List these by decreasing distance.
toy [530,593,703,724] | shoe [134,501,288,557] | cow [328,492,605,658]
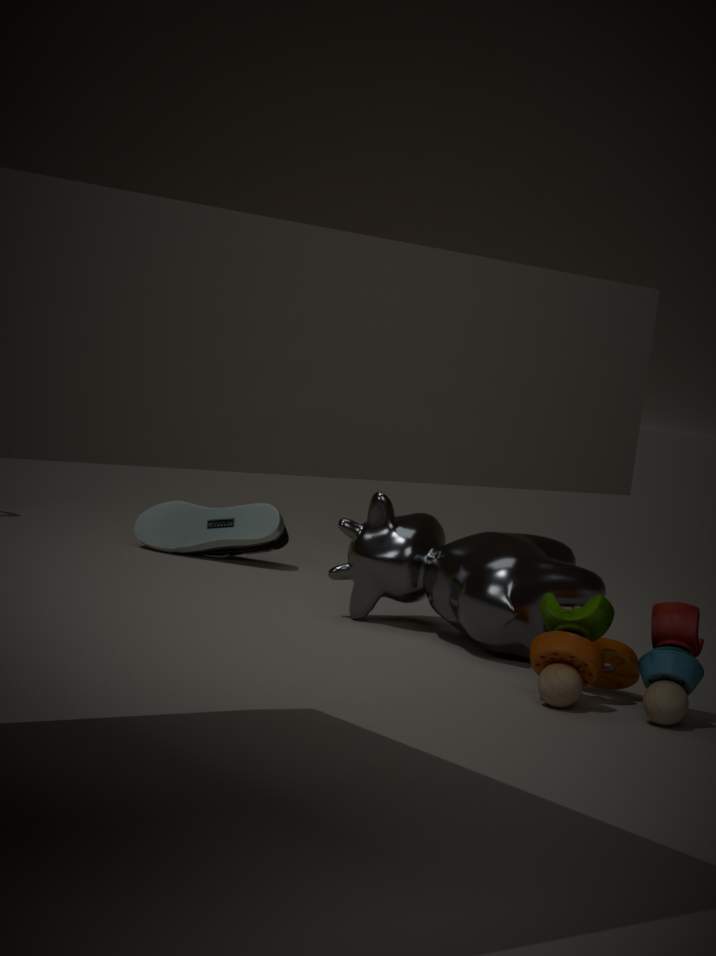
shoe [134,501,288,557] < cow [328,492,605,658] < toy [530,593,703,724]
